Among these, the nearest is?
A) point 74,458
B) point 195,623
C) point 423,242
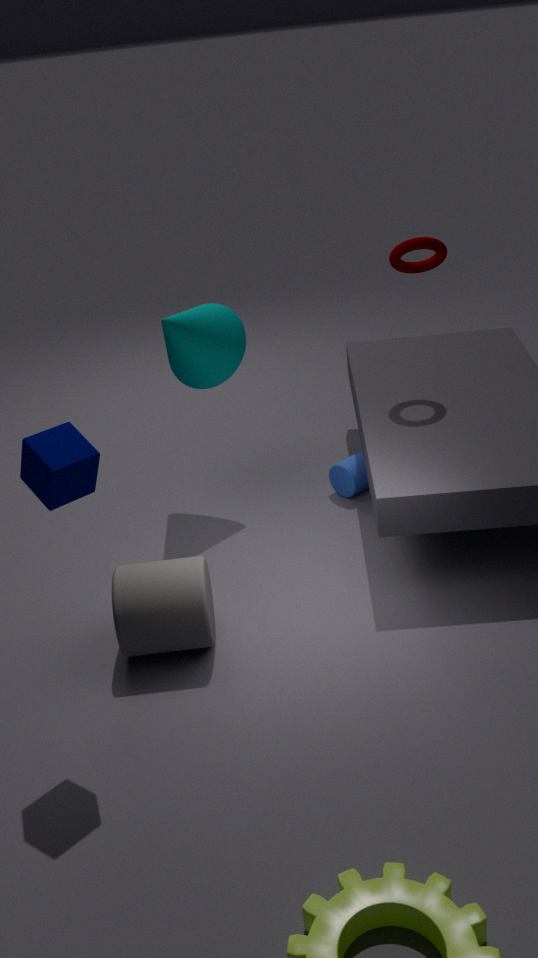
point 74,458
